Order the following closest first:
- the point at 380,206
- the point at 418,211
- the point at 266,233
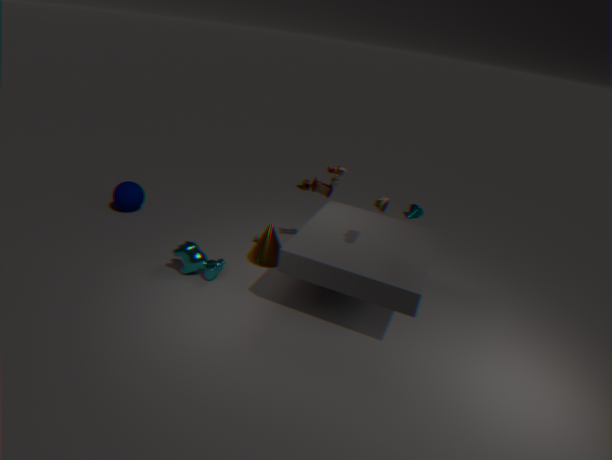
1. the point at 380,206
2. the point at 266,233
3. the point at 418,211
